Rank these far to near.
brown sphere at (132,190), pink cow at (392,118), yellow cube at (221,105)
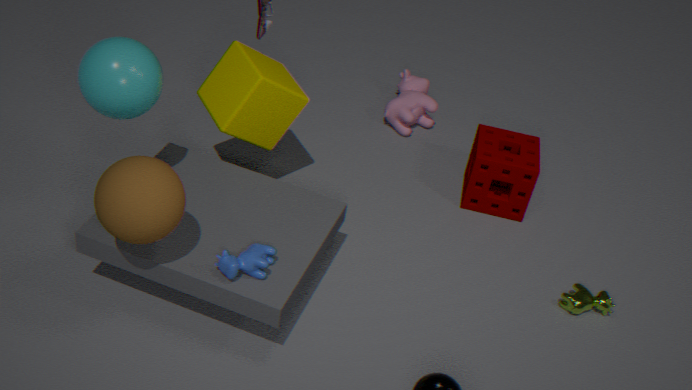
pink cow at (392,118) → yellow cube at (221,105) → brown sphere at (132,190)
